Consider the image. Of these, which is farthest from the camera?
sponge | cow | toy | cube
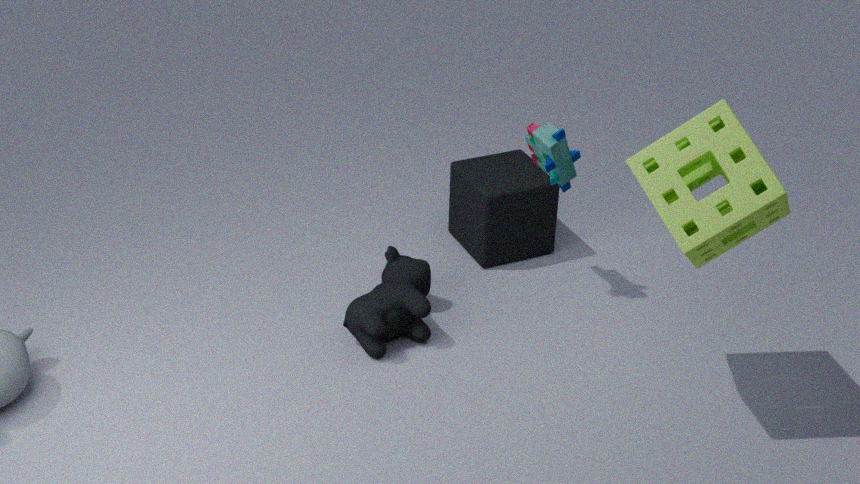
cube
